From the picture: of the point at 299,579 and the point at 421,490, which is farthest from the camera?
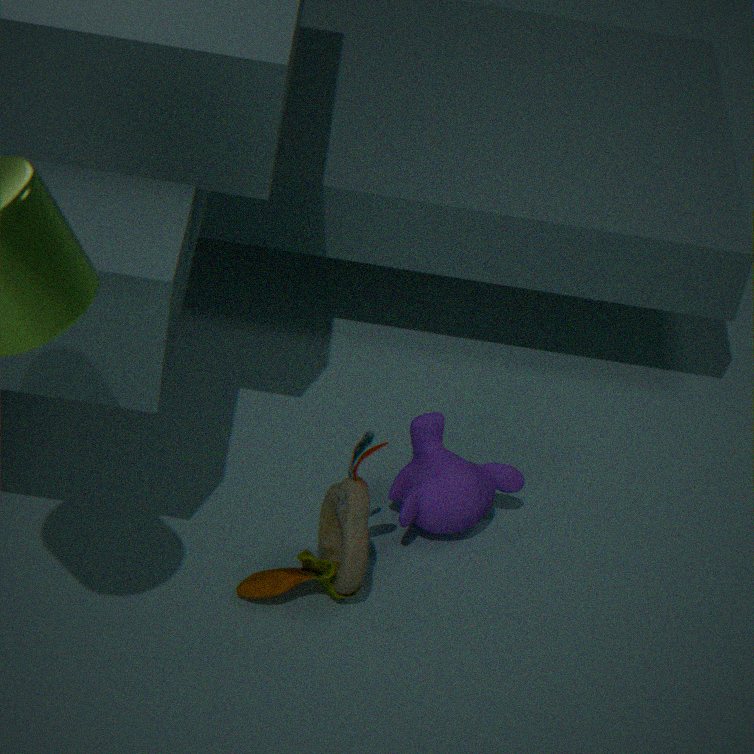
the point at 421,490
